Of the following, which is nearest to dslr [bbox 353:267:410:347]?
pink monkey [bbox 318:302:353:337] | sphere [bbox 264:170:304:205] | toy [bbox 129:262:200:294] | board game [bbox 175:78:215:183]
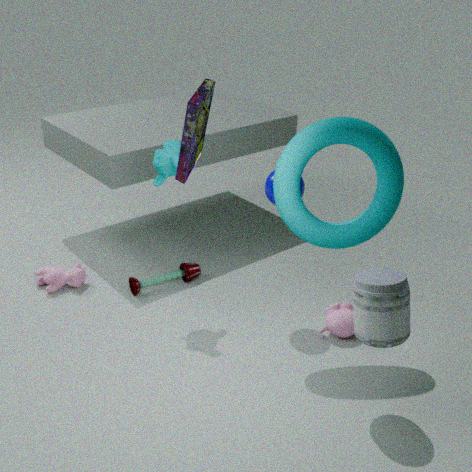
pink monkey [bbox 318:302:353:337]
